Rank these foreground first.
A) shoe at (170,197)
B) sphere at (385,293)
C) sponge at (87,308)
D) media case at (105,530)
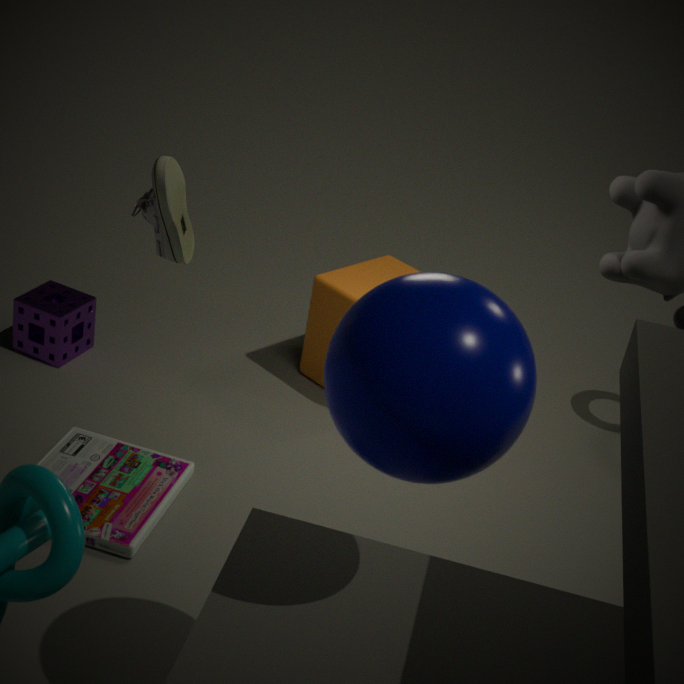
sphere at (385,293) < shoe at (170,197) < media case at (105,530) < sponge at (87,308)
